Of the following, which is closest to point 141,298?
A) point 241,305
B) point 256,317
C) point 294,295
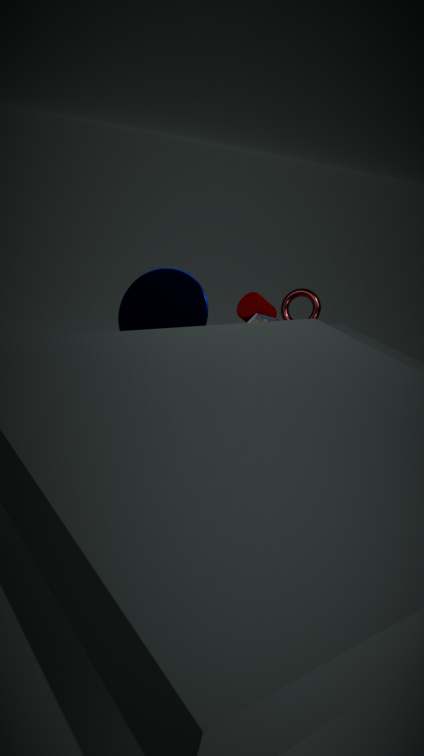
point 256,317
